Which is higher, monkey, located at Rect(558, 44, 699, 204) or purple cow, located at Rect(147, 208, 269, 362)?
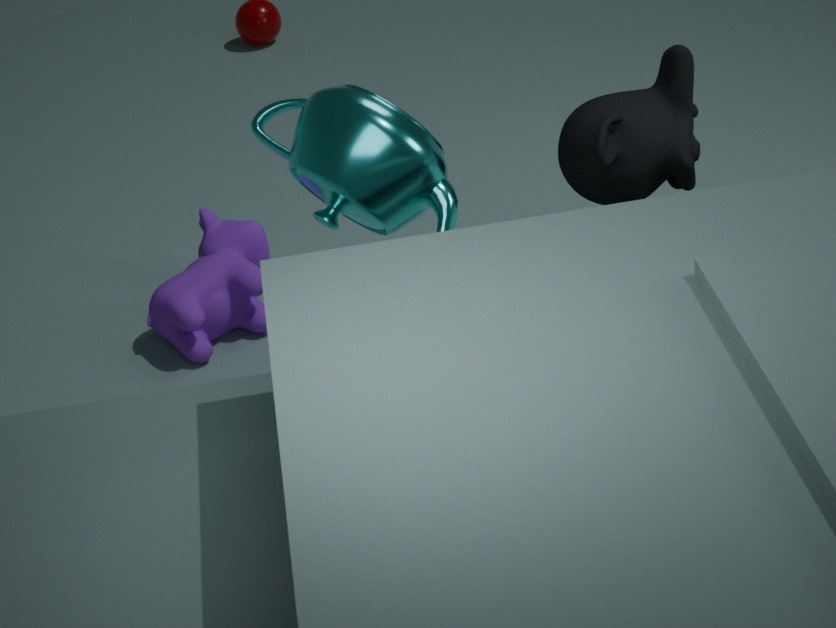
monkey, located at Rect(558, 44, 699, 204)
